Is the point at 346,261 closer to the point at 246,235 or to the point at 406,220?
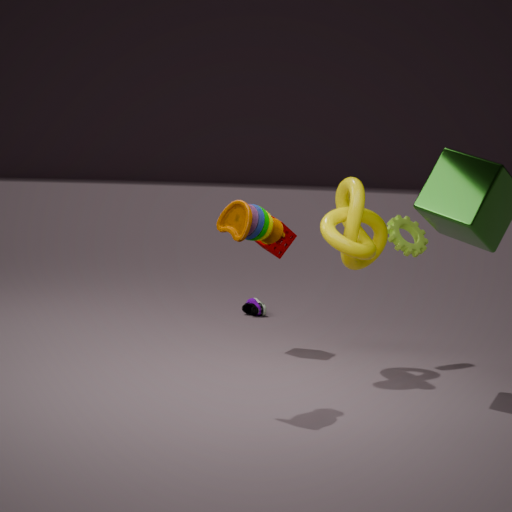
the point at 406,220
